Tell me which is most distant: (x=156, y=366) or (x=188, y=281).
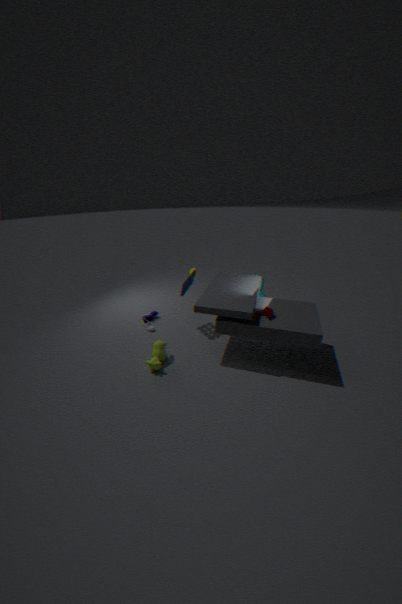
(x=188, y=281)
